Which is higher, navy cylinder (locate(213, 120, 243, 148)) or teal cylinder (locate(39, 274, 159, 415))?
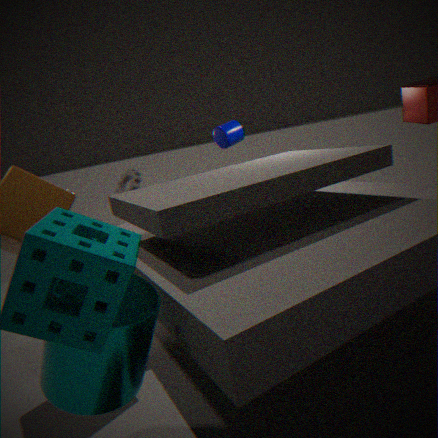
navy cylinder (locate(213, 120, 243, 148))
